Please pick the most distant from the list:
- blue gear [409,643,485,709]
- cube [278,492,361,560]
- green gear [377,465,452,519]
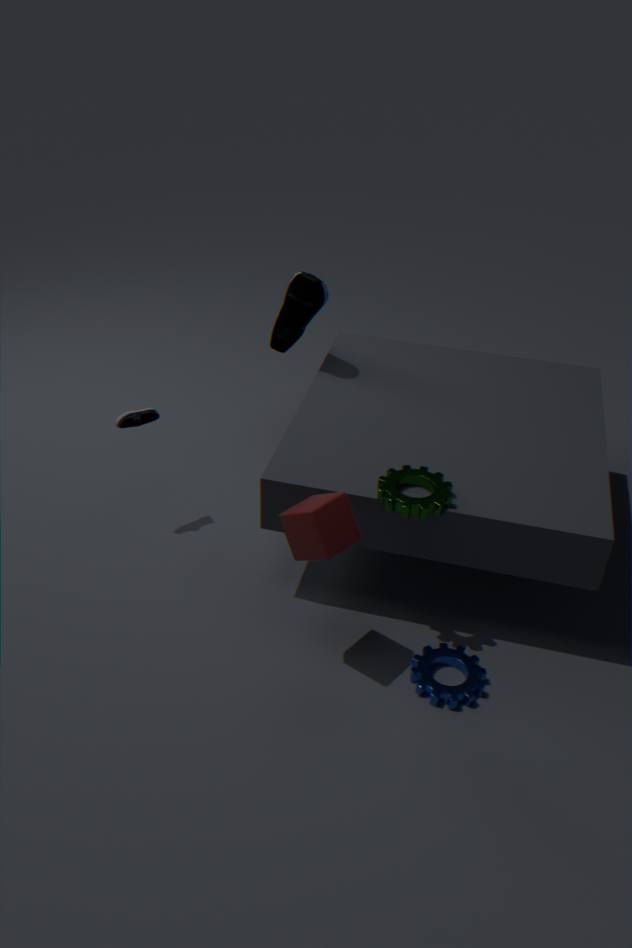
blue gear [409,643,485,709]
